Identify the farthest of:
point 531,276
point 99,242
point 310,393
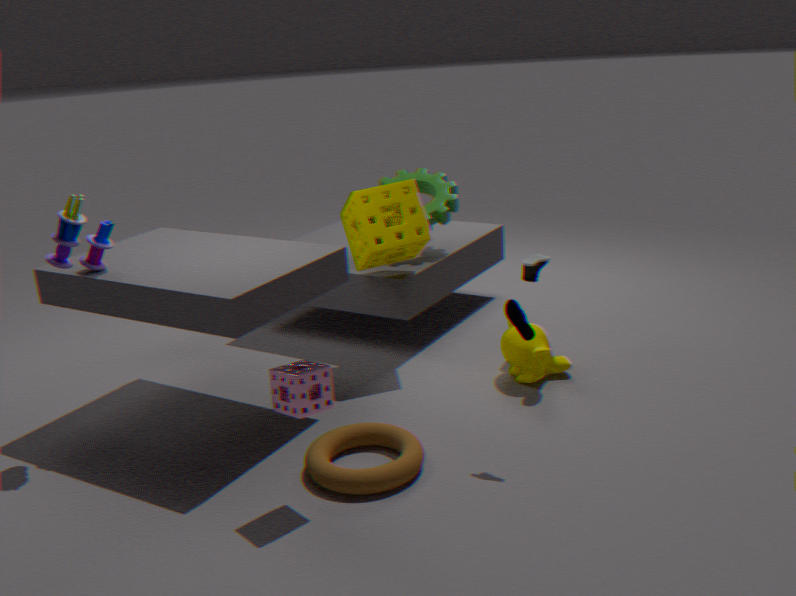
point 531,276
